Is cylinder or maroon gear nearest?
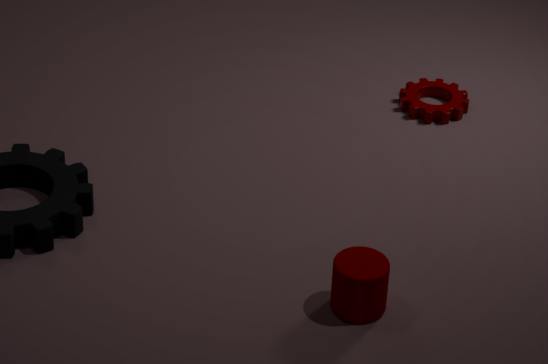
cylinder
